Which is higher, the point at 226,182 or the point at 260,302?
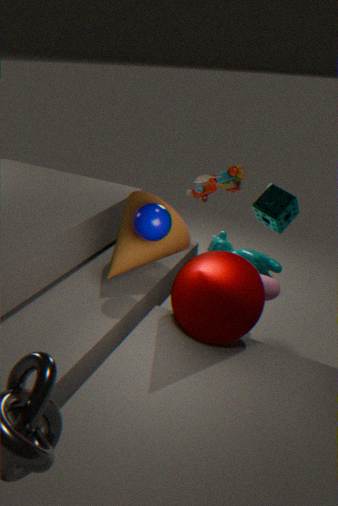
the point at 226,182
